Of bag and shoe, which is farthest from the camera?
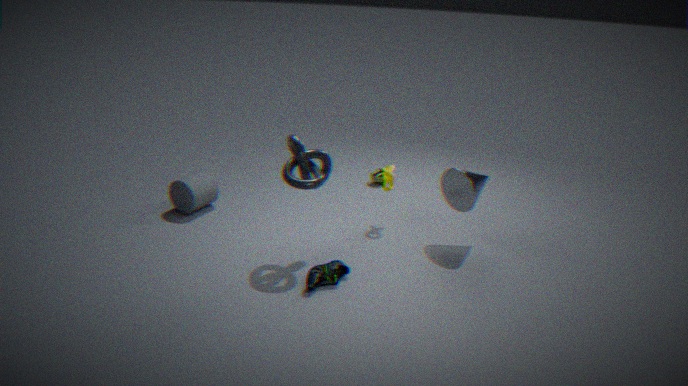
bag
